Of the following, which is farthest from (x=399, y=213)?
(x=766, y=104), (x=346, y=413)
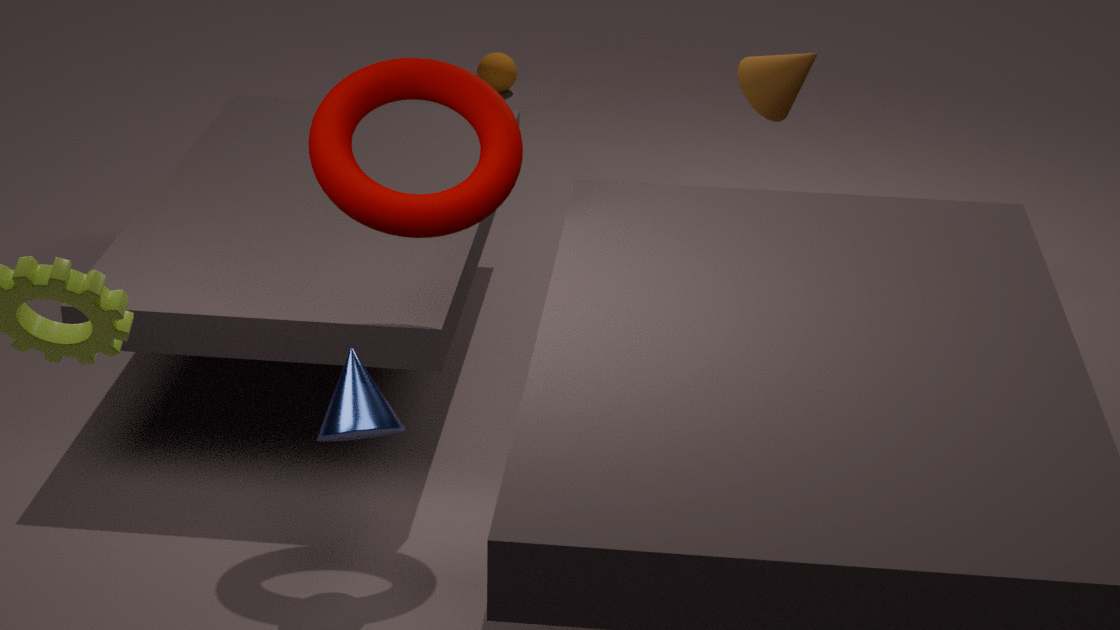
(x=766, y=104)
